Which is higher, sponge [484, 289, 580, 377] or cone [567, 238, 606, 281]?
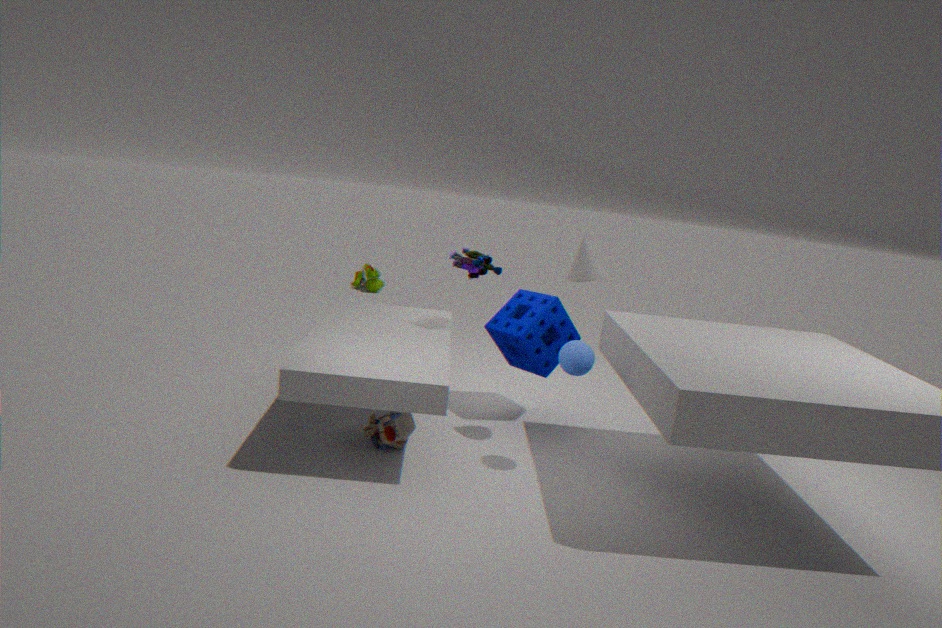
cone [567, 238, 606, 281]
